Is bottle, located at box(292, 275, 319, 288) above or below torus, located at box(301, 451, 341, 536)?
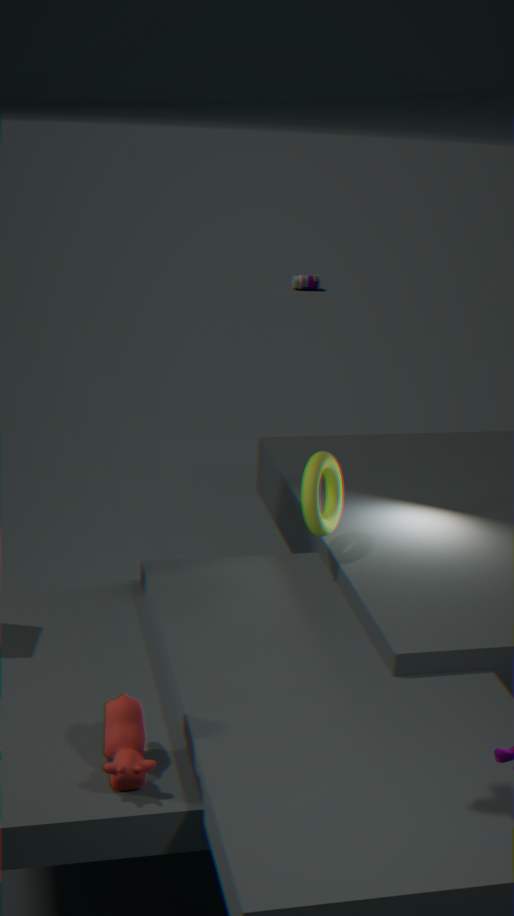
below
